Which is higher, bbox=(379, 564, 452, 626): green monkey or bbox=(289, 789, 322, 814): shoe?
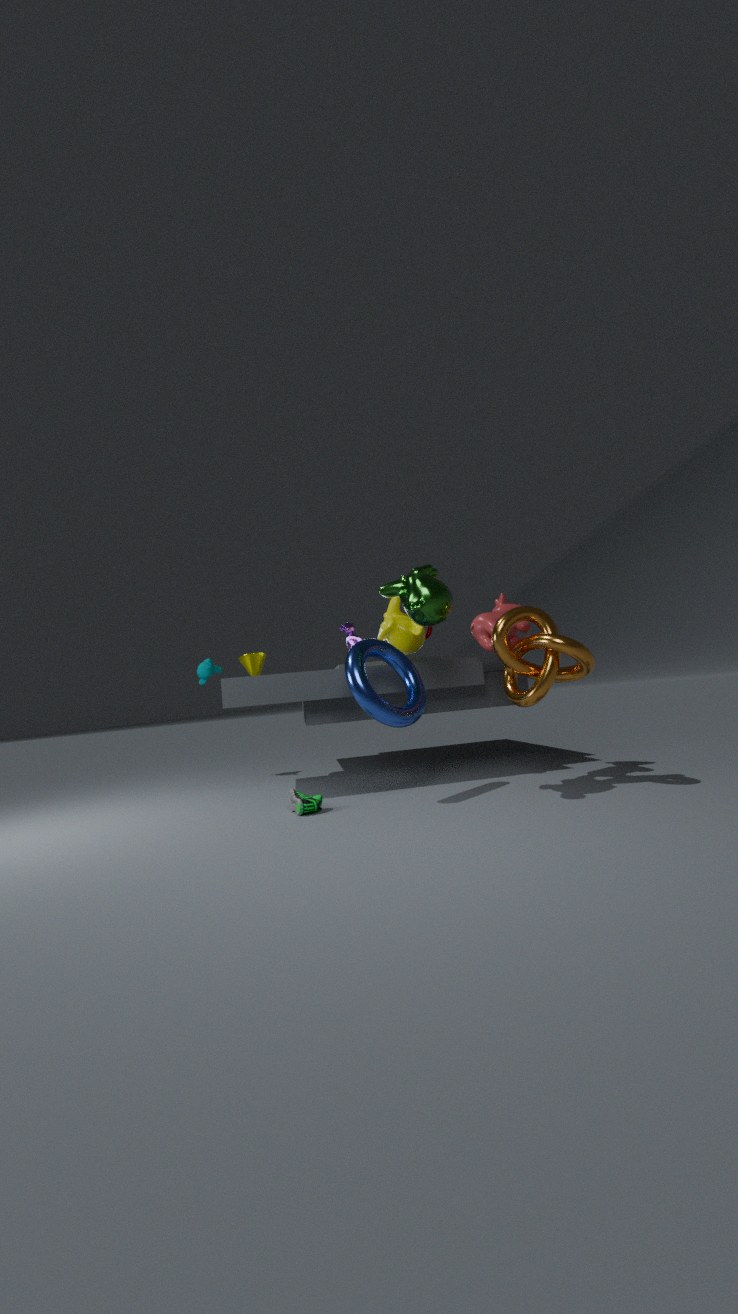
bbox=(379, 564, 452, 626): green monkey
